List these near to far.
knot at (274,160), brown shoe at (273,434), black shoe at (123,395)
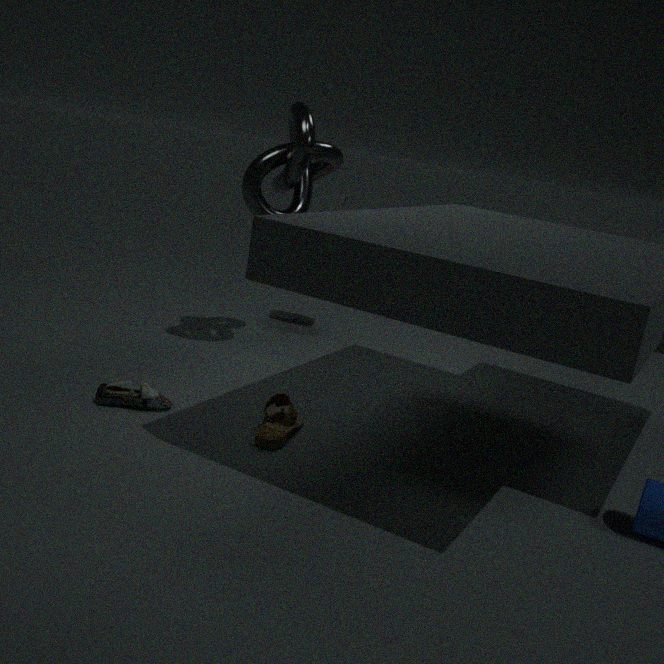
1. brown shoe at (273,434)
2. black shoe at (123,395)
3. knot at (274,160)
